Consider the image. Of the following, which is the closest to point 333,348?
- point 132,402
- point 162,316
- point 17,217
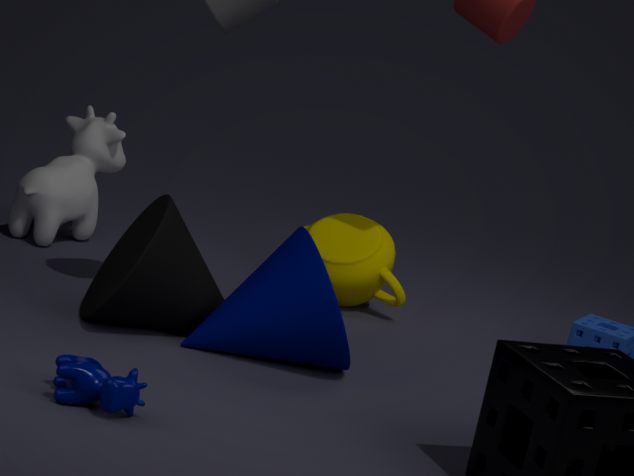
point 162,316
